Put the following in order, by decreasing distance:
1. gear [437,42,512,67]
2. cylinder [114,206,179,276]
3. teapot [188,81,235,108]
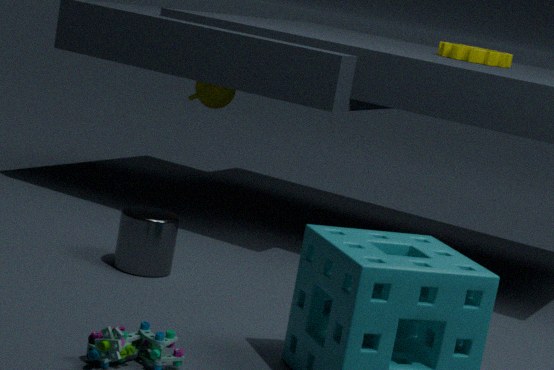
Result: teapot [188,81,235,108]
gear [437,42,512,67]
cylinder [114,206,179,276]
